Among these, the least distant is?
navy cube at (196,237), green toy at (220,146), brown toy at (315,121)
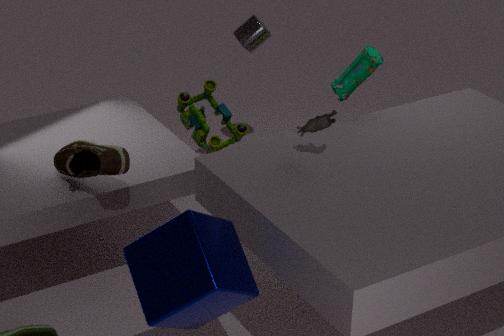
navy cube at (196,237)
